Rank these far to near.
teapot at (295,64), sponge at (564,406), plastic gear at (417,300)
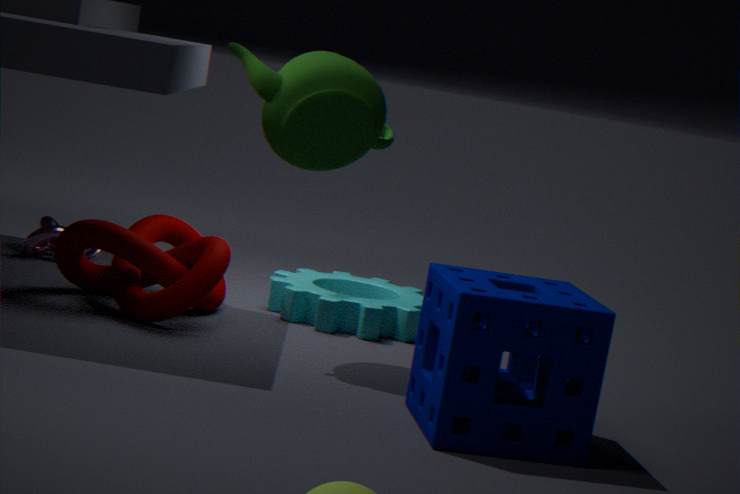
plastic gear at (417,300) → teapot at (295,64) → sponge at (564,406)
